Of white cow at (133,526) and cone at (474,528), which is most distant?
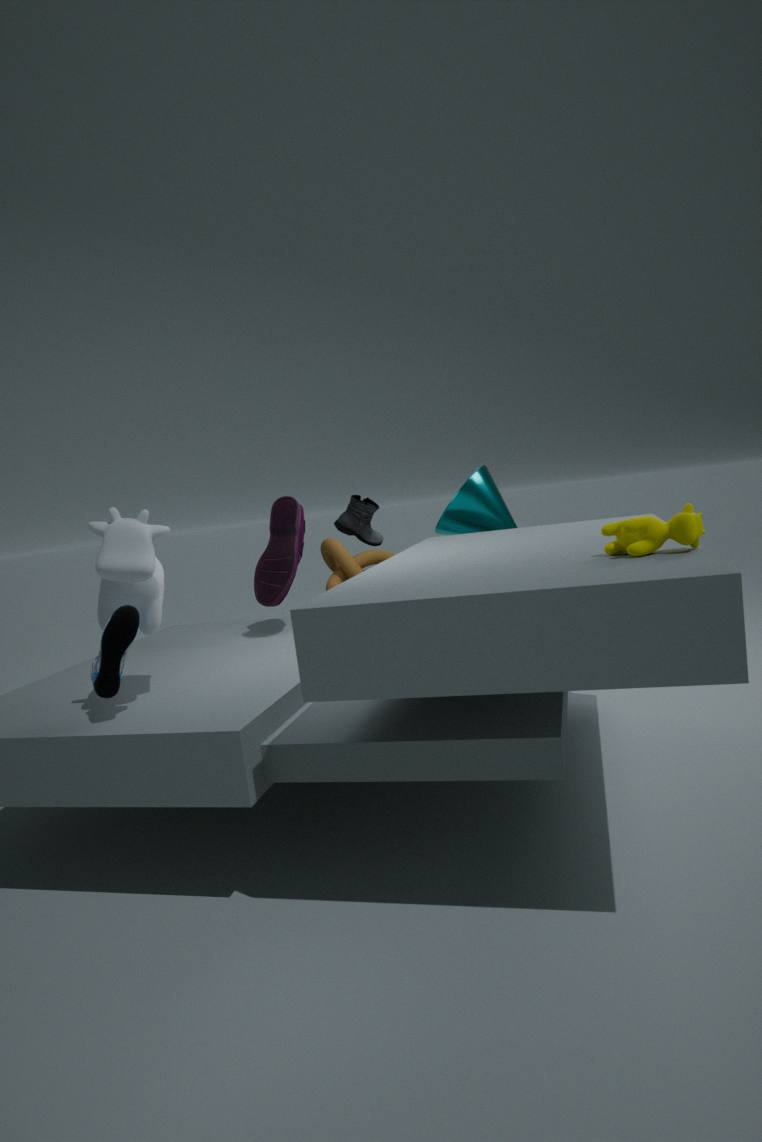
cone at (474,528)
